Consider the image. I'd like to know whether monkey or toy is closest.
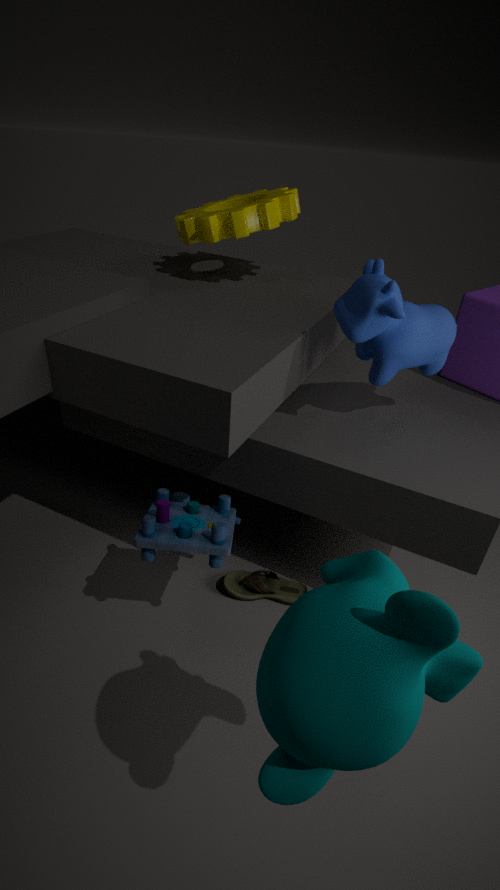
monkey
